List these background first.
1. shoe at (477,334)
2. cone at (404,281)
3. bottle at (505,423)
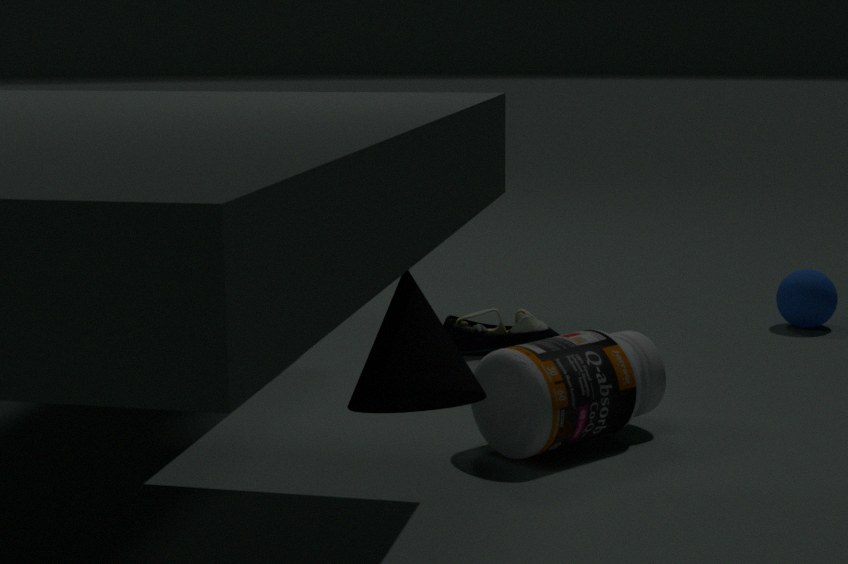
shoe at (477,334) → bottle at (505,423) → cone at (404,281)
